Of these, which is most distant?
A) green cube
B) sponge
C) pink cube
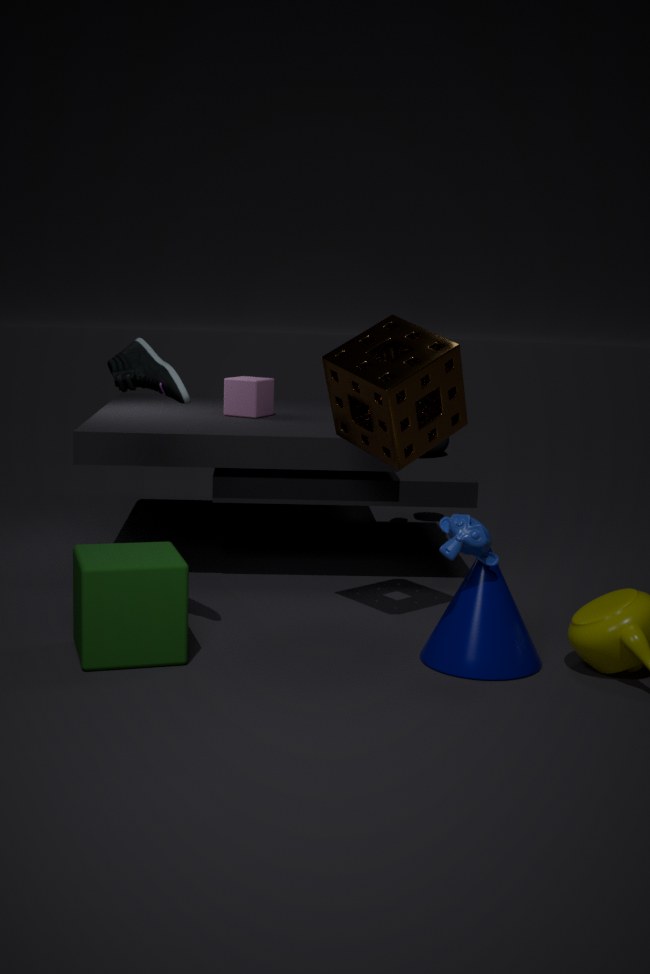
pink cube
